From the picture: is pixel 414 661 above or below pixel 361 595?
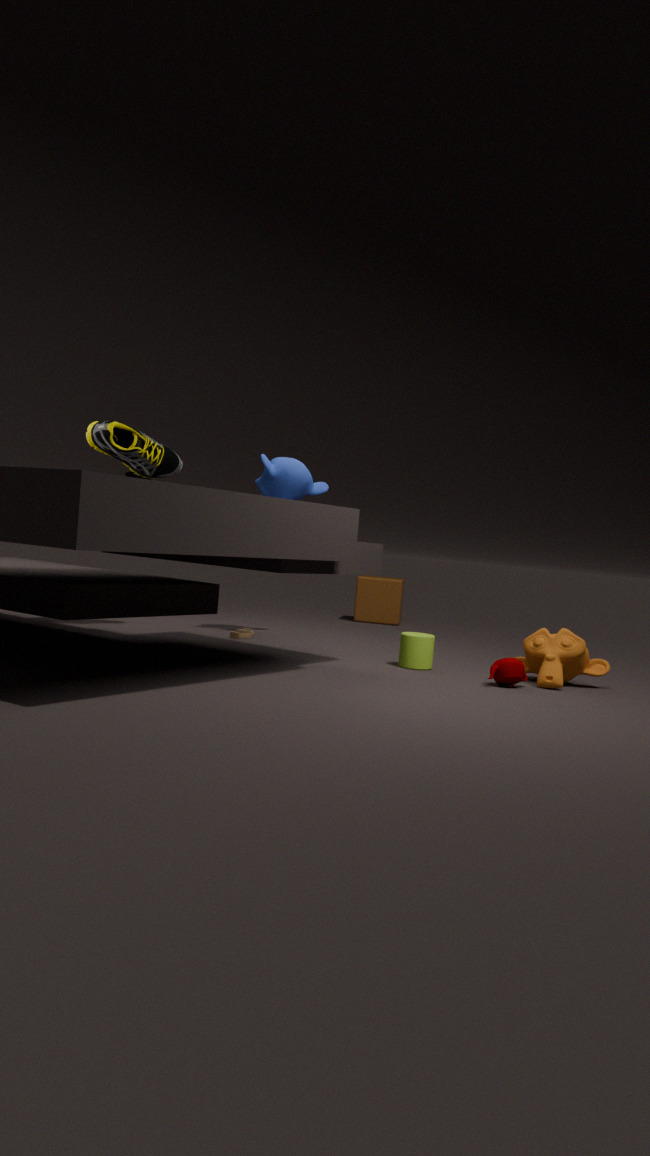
below
